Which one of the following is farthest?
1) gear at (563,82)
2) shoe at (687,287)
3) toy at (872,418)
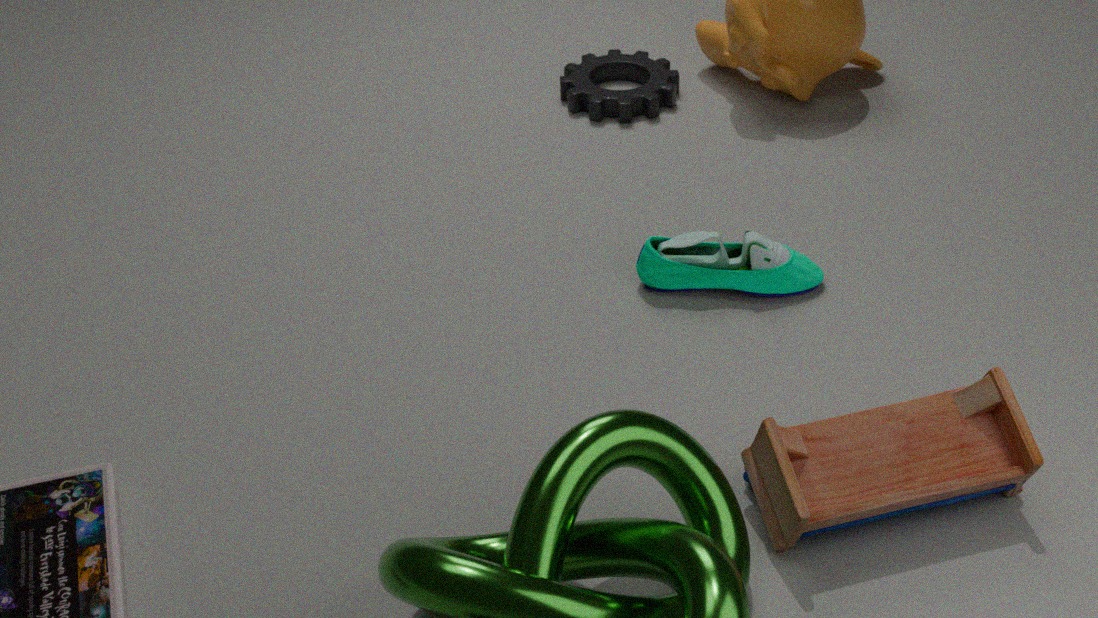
1. gear at (563,82)
